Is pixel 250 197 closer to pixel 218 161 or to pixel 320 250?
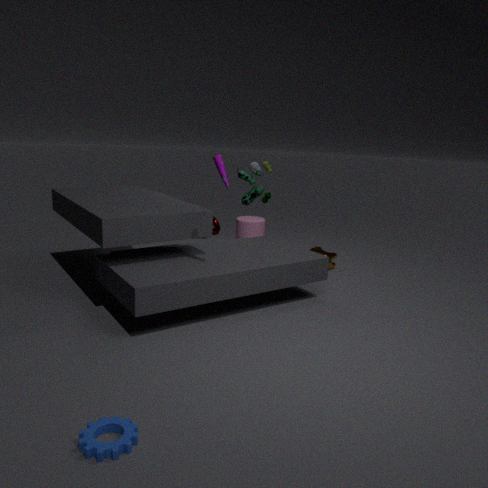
pixel 320 250
